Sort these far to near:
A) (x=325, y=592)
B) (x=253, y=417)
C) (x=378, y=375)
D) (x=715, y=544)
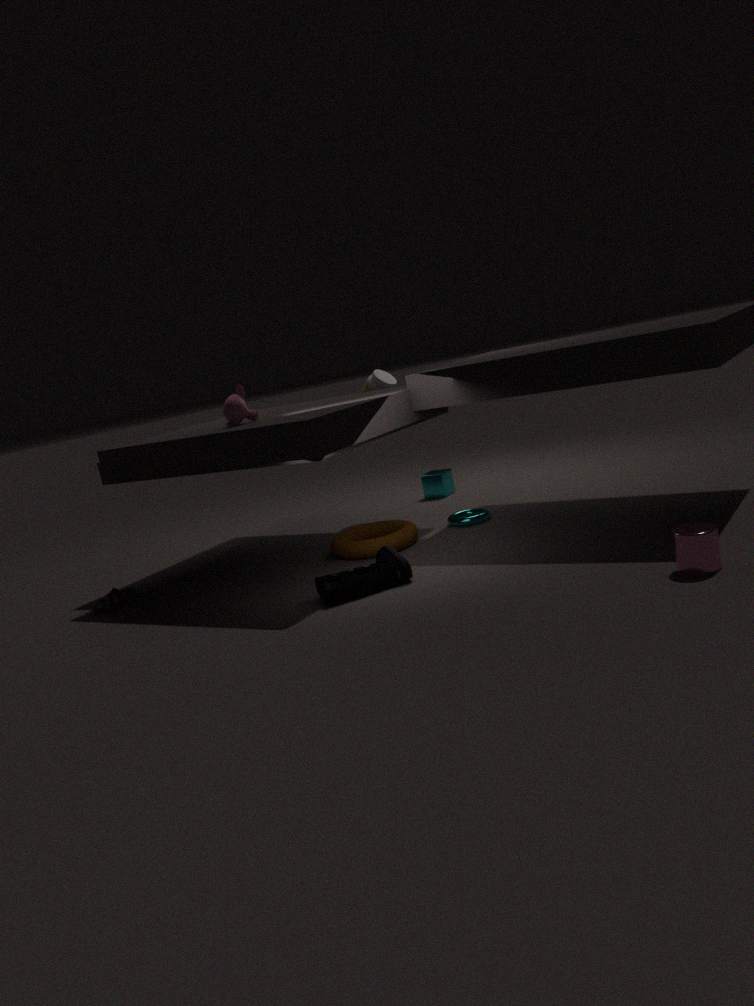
(x=378, y=375) < (x=253, y=417) < (x=325, y=592) < (x=715, y=544)
